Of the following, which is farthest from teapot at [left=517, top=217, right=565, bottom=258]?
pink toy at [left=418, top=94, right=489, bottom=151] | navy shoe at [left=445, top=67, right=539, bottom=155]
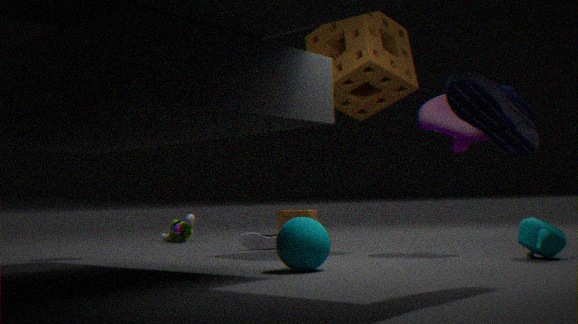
navy shoe at [left=445, top=67, right=539, bottom=155]
